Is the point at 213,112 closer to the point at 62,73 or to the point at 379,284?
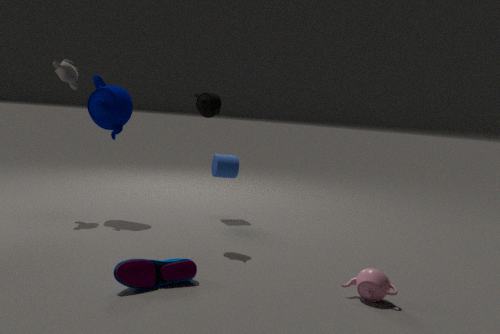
the point at 62,73
